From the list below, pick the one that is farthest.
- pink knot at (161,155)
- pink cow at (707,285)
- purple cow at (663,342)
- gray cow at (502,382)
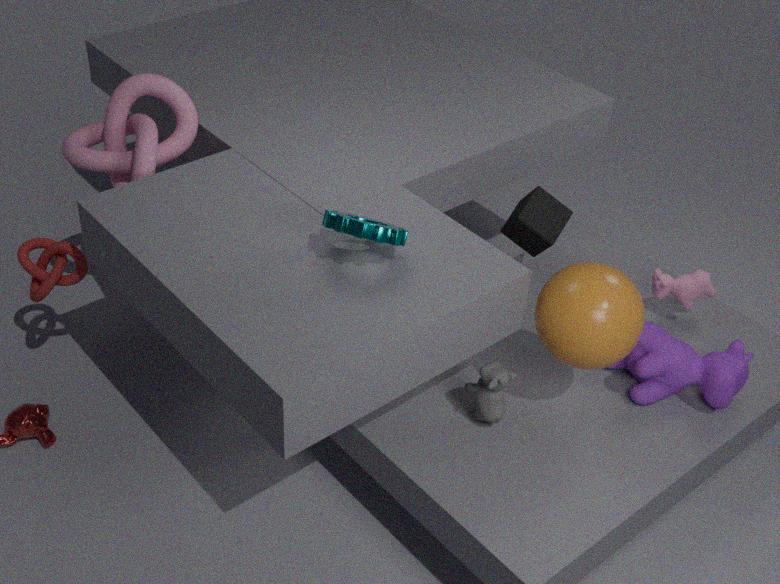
pink cow at (707,285)
